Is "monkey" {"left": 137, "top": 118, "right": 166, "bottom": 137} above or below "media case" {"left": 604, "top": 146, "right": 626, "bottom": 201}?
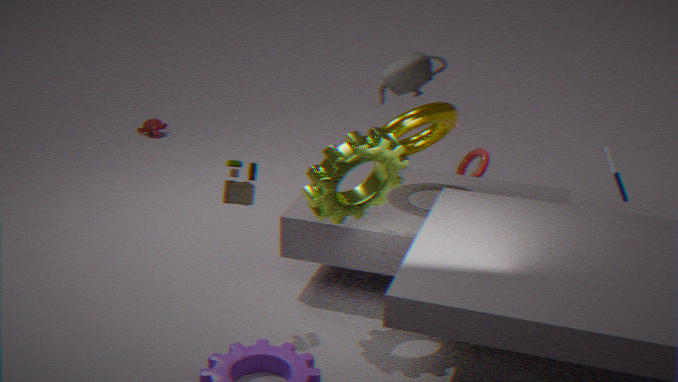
below
